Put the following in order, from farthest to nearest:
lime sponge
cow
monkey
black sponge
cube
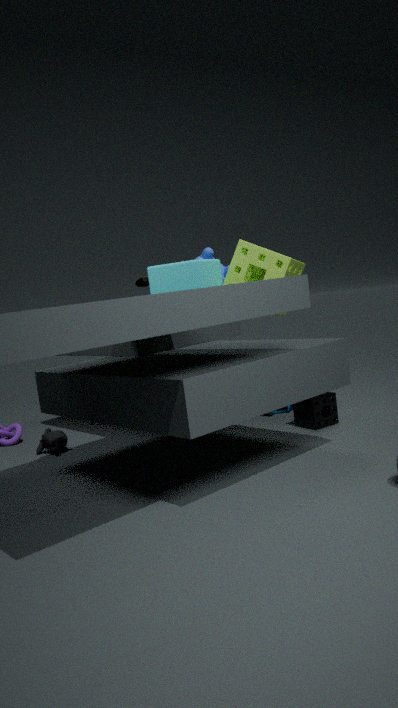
cow < lime sponge < cube < monkey < black sponge
